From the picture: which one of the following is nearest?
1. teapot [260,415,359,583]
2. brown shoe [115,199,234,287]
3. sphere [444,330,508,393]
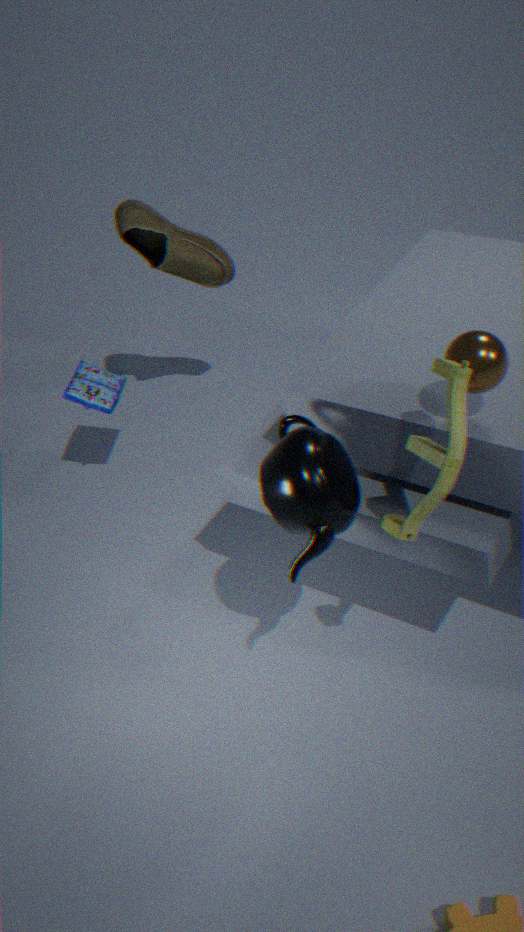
sphere [444,330,508,393]
